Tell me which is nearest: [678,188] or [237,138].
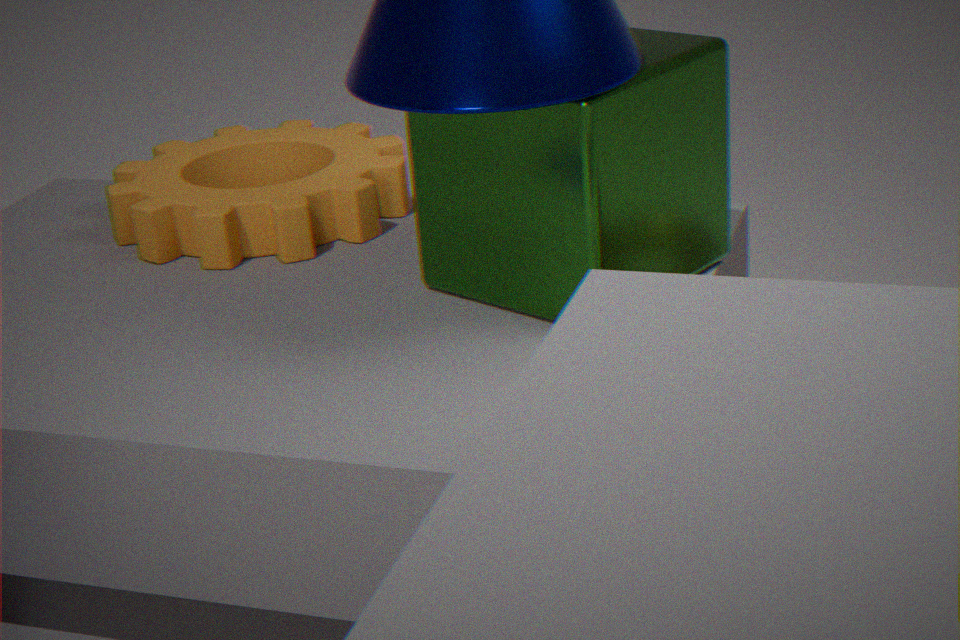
[678,188]
